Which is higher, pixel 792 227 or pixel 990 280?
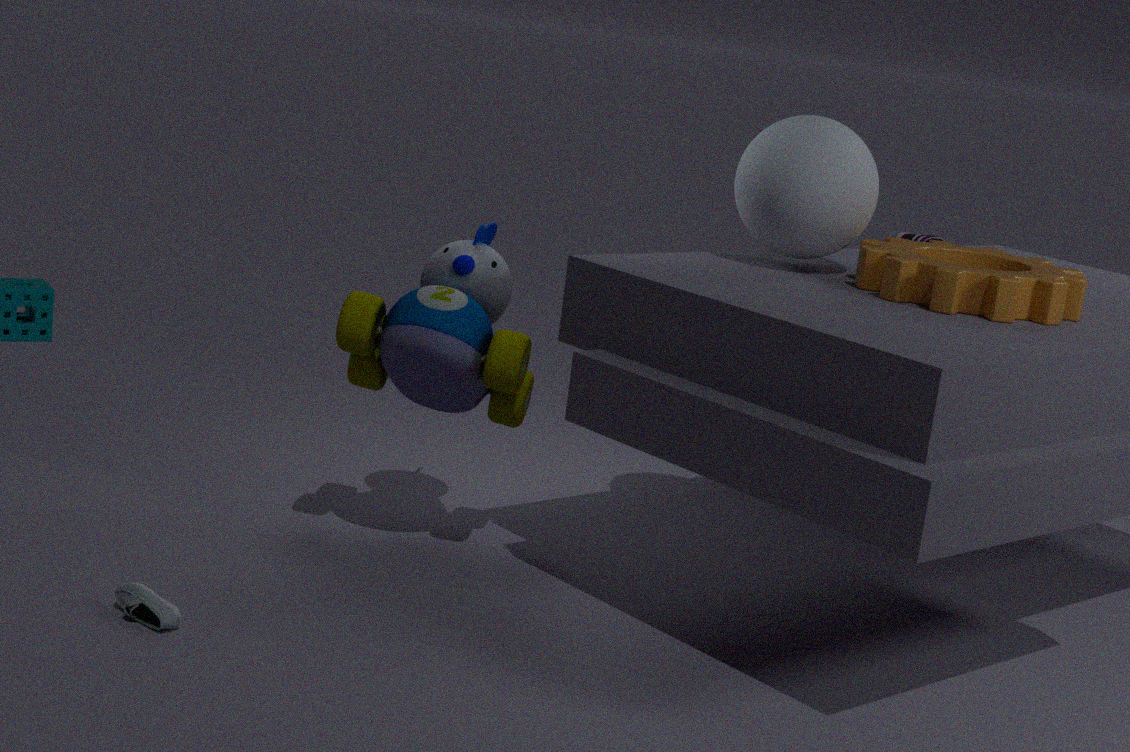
pixel 792 227
